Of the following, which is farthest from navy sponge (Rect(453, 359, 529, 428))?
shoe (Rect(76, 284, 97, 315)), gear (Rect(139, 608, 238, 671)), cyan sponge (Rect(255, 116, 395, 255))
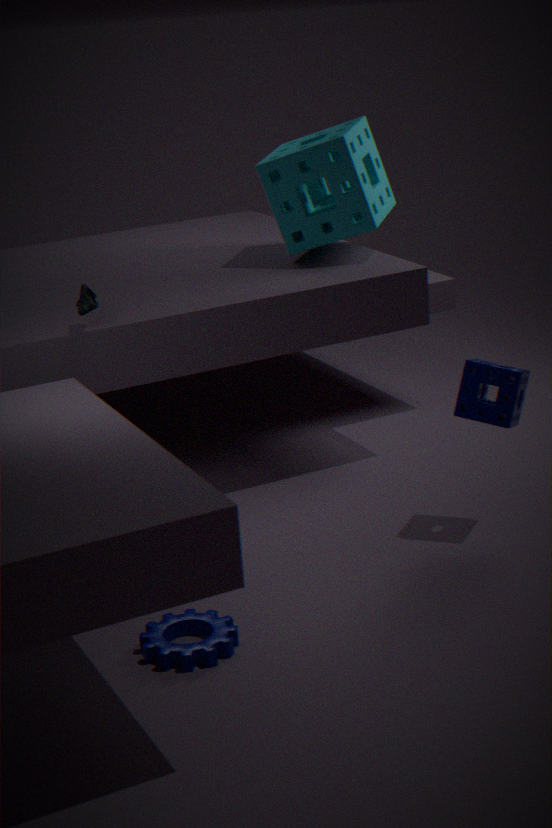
shoe (Rect(76, 284, 97, 315))
